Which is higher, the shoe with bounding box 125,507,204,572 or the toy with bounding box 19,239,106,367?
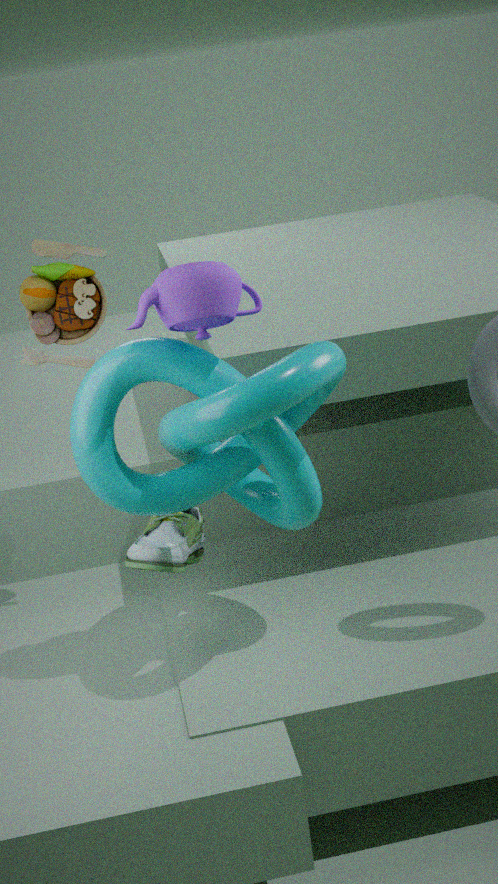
the toy with bounding box 19,239,106,367
